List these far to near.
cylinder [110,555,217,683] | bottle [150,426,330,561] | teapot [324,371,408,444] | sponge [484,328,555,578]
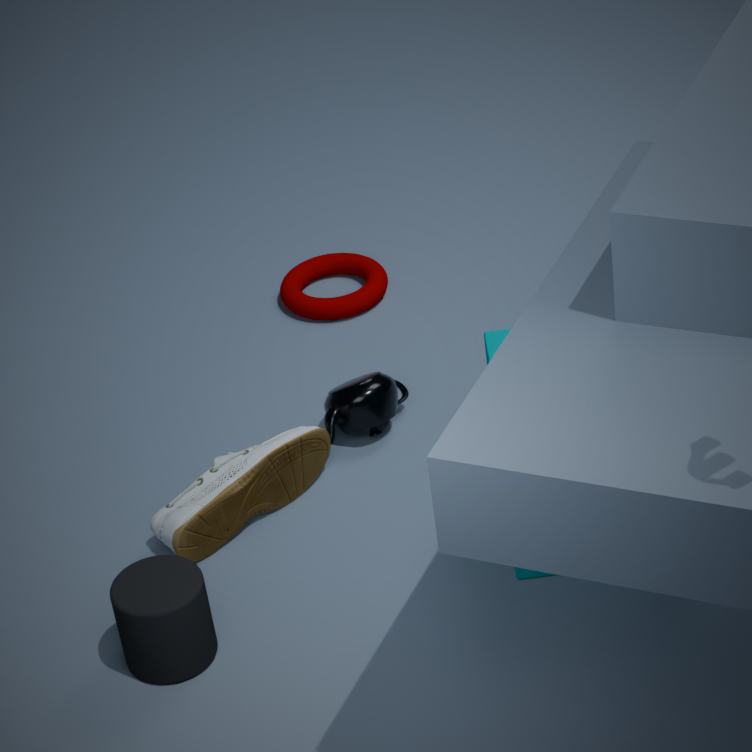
teapot [324,371,408,444] → bottle [150,426,330,561] → sponge [484,328,555,578] → cylinder [110,555,217,683]
